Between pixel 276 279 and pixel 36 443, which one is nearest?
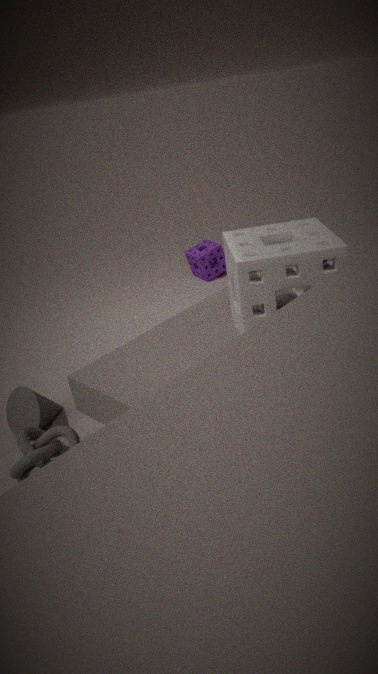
pixel 276 279
